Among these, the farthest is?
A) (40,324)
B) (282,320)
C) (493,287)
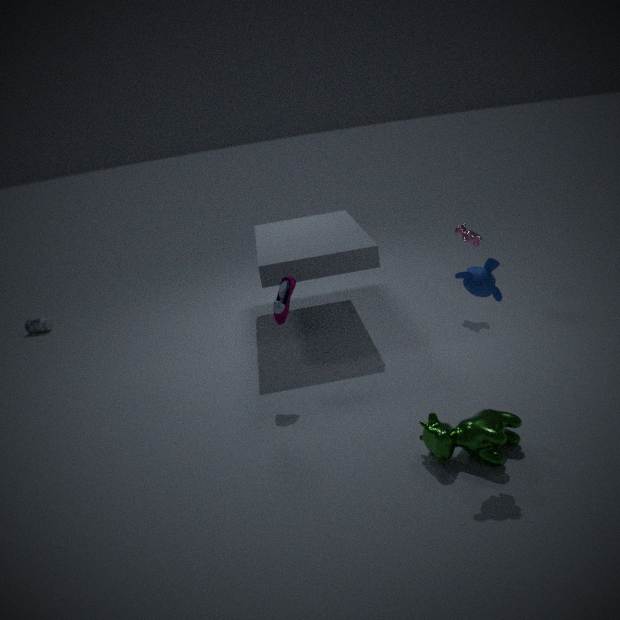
(40,324)
